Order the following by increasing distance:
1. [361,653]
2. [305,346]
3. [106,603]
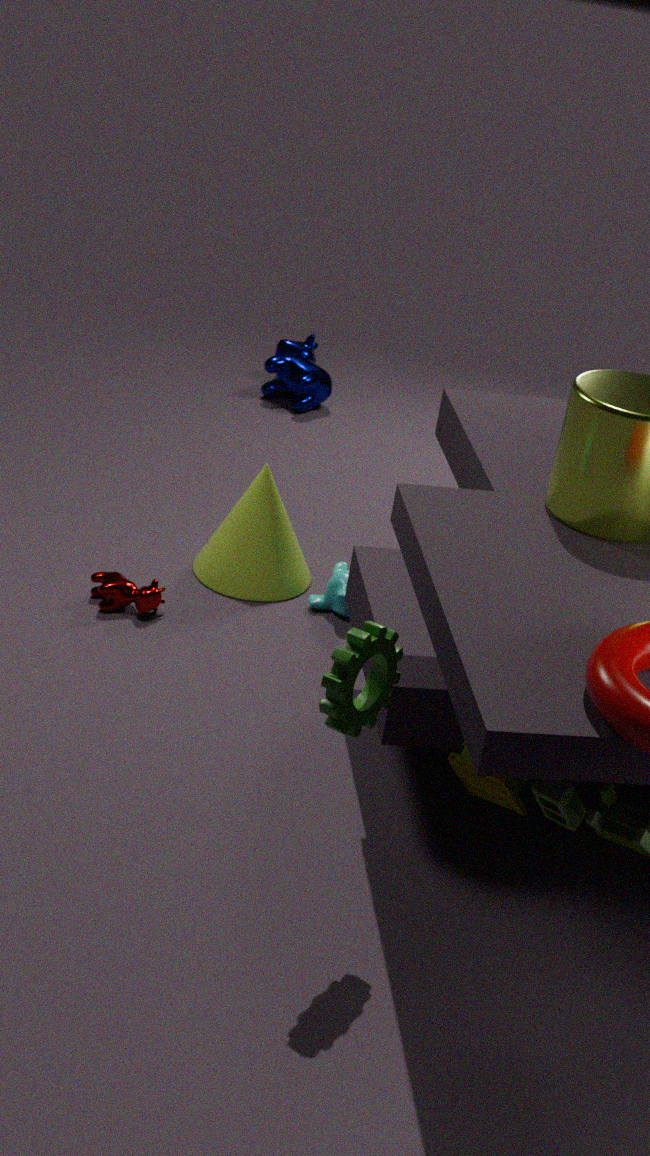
1. [361,653]
2. [106,603]
3. [305,346]
